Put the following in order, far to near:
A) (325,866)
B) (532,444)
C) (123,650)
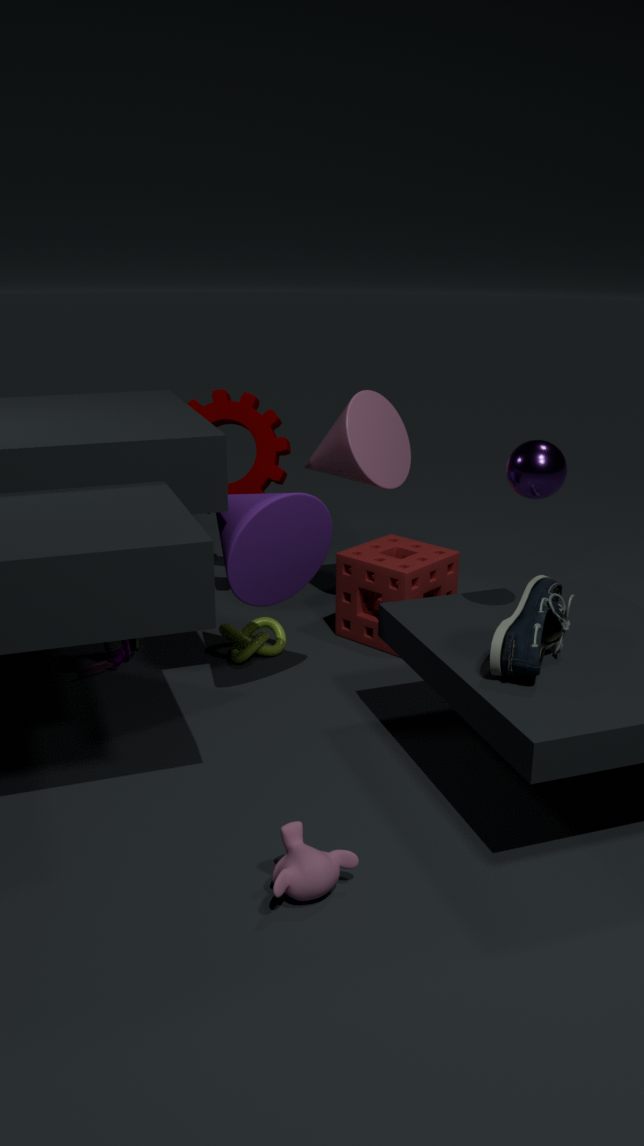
(123,650), (532,444), (325,866)
